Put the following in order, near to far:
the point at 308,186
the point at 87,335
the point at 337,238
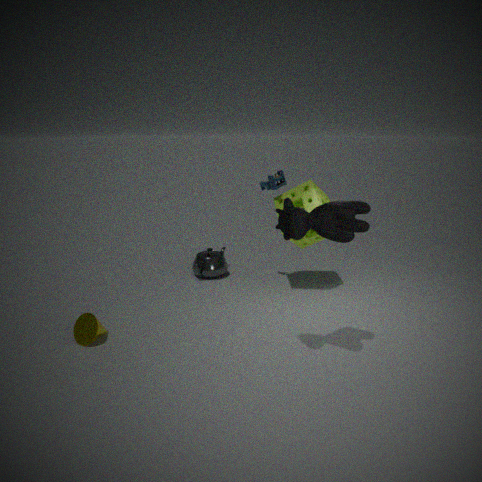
the point at 337,238
the point at 87,335
the point at 308,186
